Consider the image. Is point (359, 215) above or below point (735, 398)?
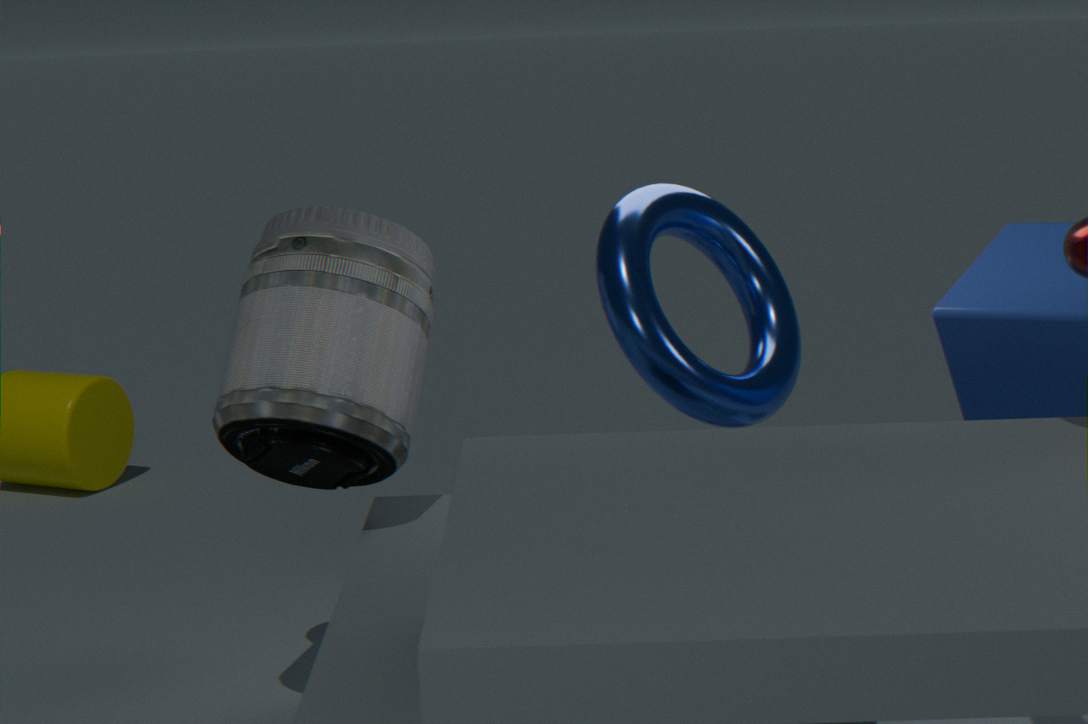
below
